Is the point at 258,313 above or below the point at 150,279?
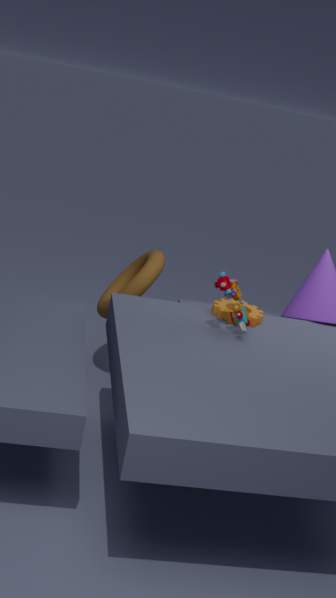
above
